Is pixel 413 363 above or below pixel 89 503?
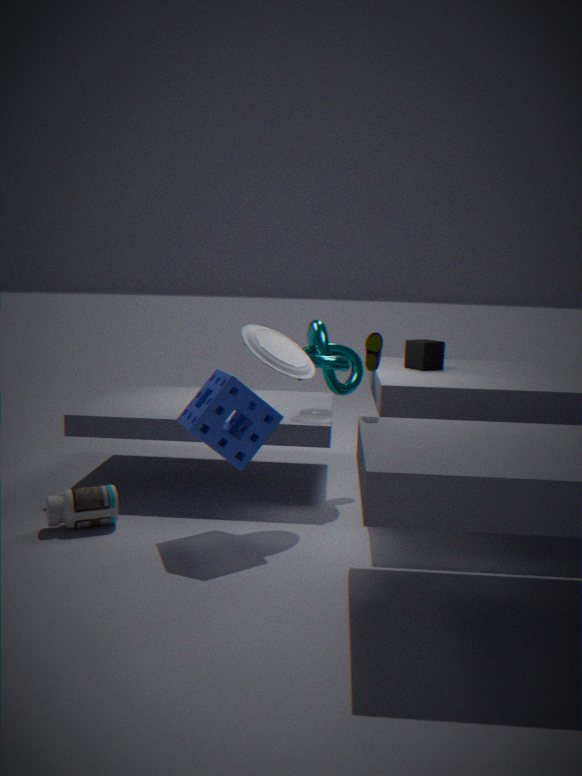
above
